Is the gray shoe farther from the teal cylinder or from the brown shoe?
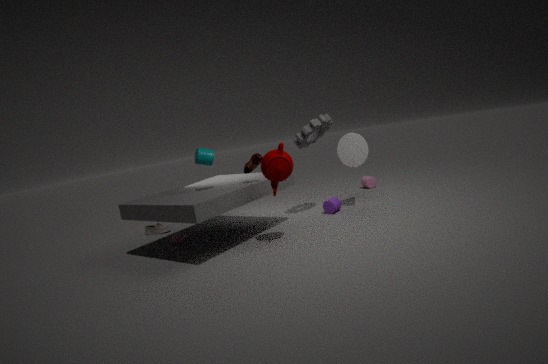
the brown shoe
